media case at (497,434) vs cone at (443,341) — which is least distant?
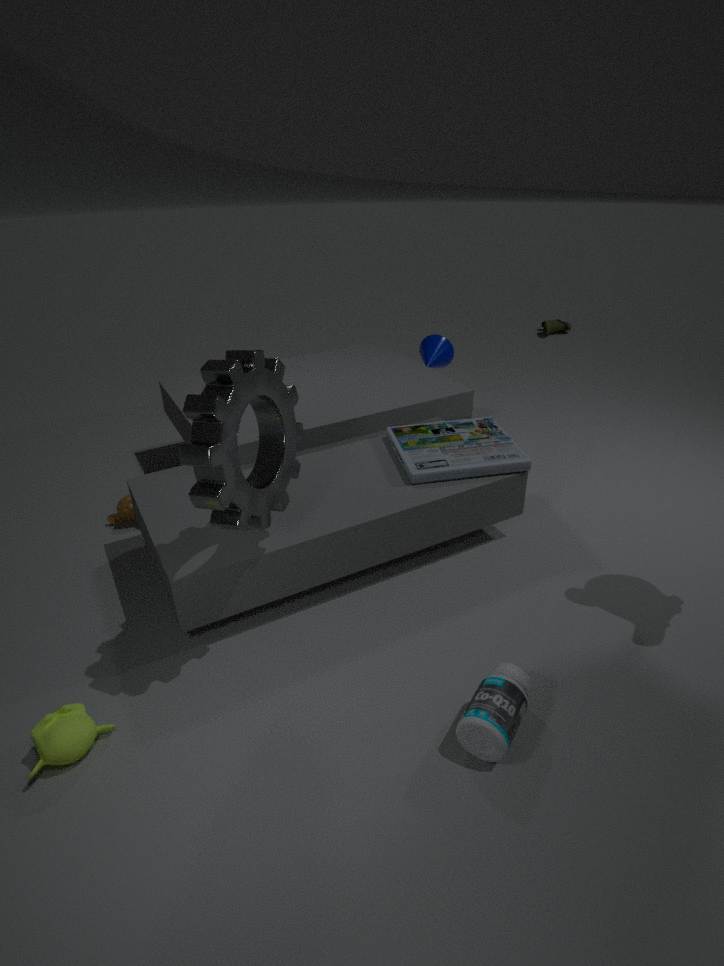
media case at (497,434)
